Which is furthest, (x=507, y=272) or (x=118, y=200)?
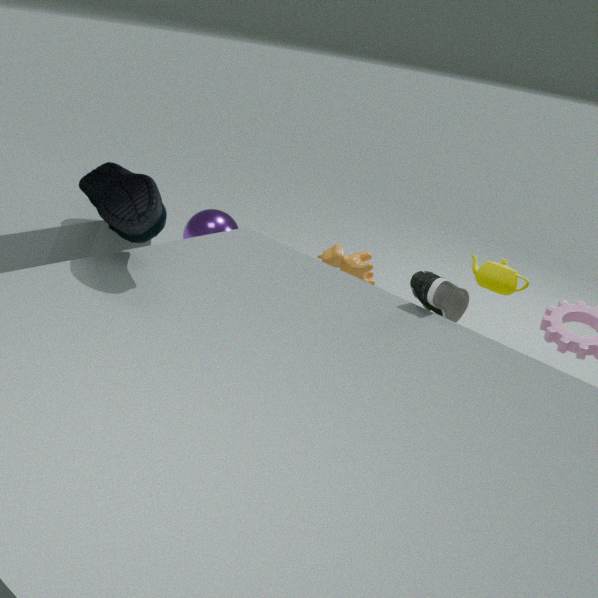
(x=507, y=272)
